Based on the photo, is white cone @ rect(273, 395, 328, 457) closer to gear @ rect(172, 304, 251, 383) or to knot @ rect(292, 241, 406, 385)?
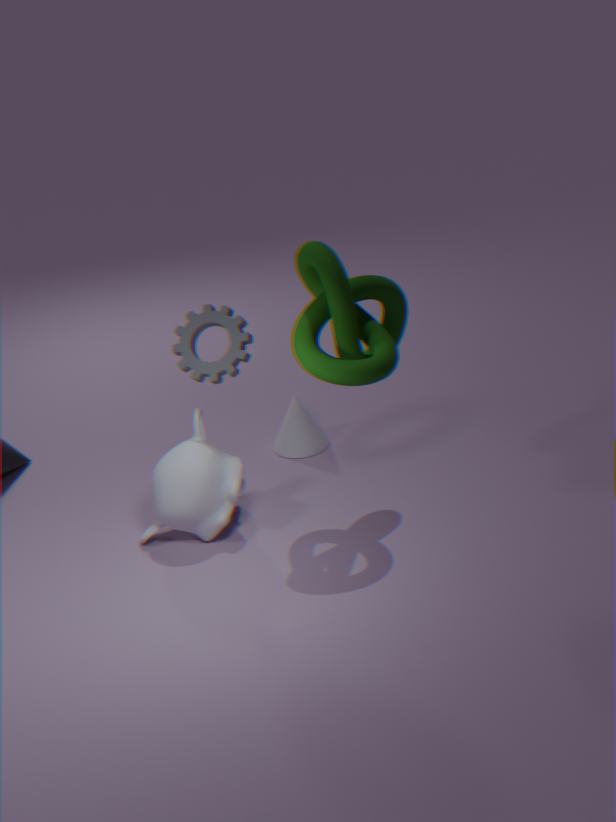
knot @ rect(292, 241, 406, 385)
